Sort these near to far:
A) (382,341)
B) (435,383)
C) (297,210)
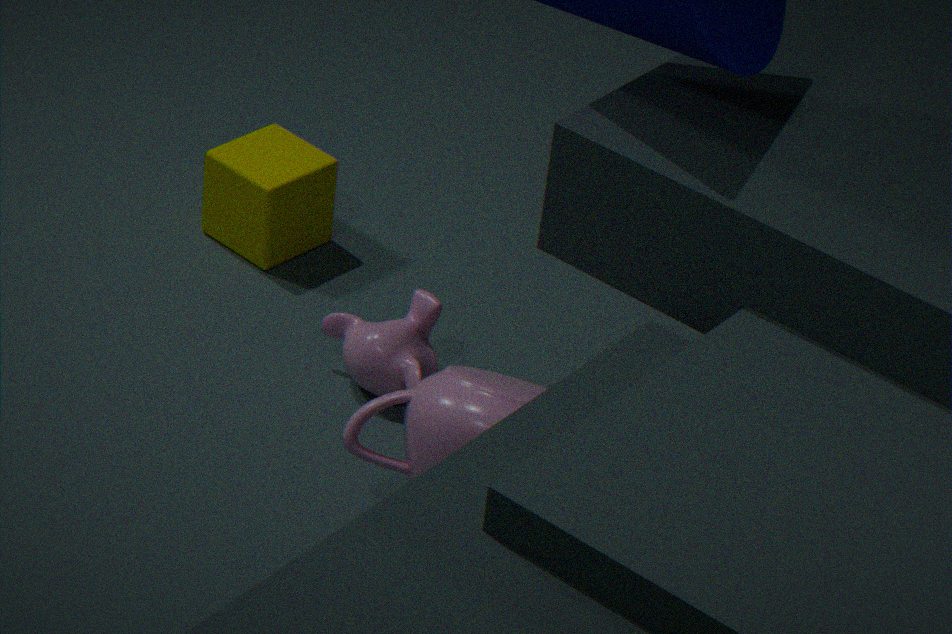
1. (435,383)
2. (382,341)
3. (297,210)
